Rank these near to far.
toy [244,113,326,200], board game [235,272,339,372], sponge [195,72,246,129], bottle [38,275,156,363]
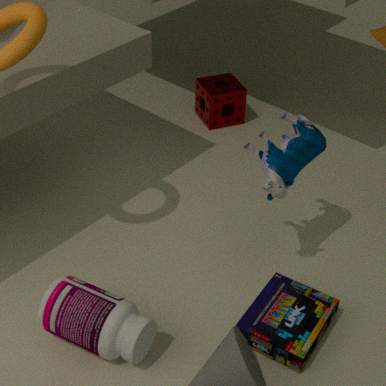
bottle [38,275,156,363] → board game [235,272,339,372] → toy [244,113,326,200] → sponge [195,72,246,129]
